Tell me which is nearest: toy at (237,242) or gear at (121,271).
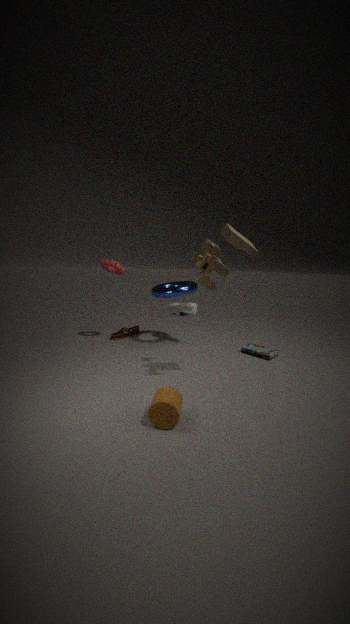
toy at (237,242)
